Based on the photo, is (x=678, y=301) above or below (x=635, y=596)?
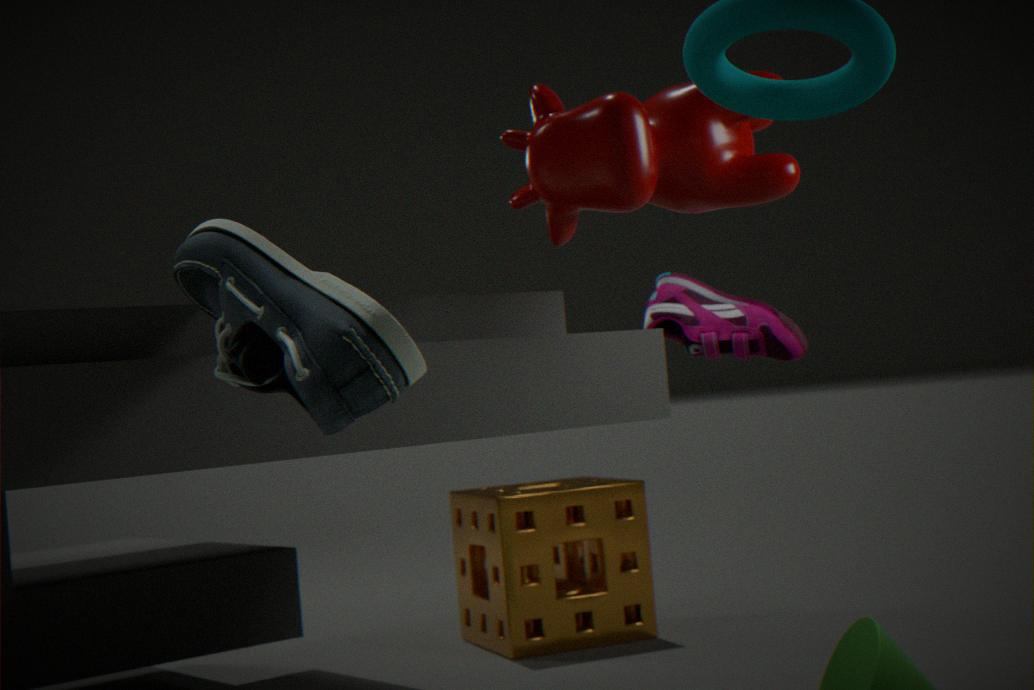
above
